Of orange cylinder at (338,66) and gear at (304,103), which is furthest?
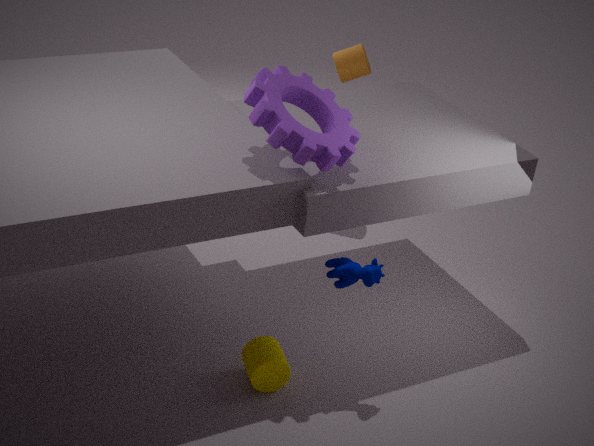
orange cylinder at (338,66)
